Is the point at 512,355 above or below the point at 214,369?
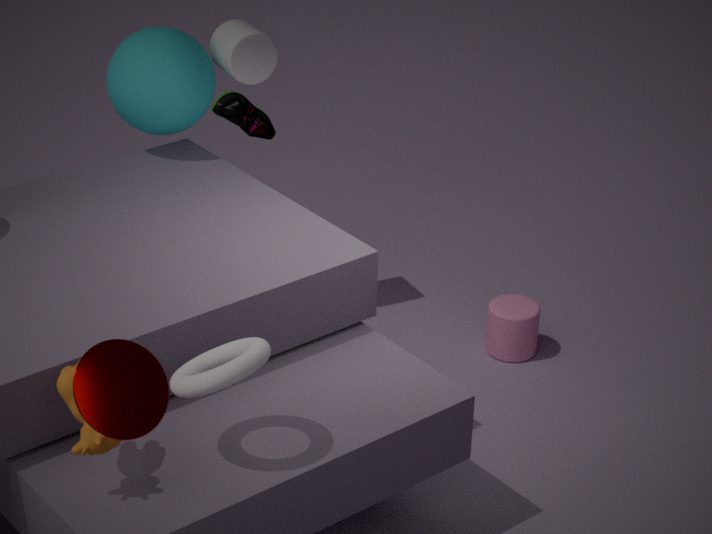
below
